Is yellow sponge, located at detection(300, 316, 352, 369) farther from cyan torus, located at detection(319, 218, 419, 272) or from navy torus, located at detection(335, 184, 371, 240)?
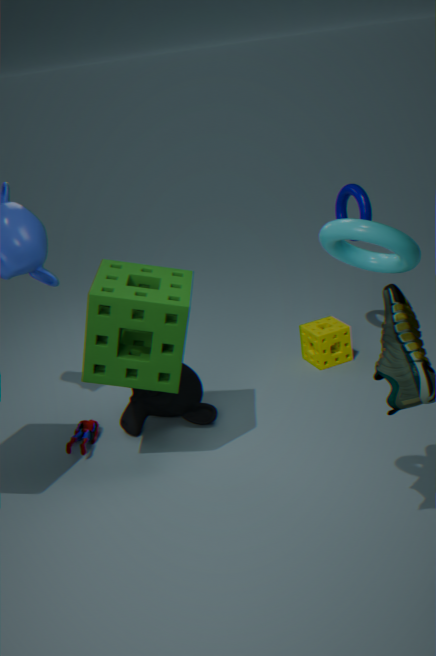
cyan torus, located at detection(319, 218, 419, 272)
